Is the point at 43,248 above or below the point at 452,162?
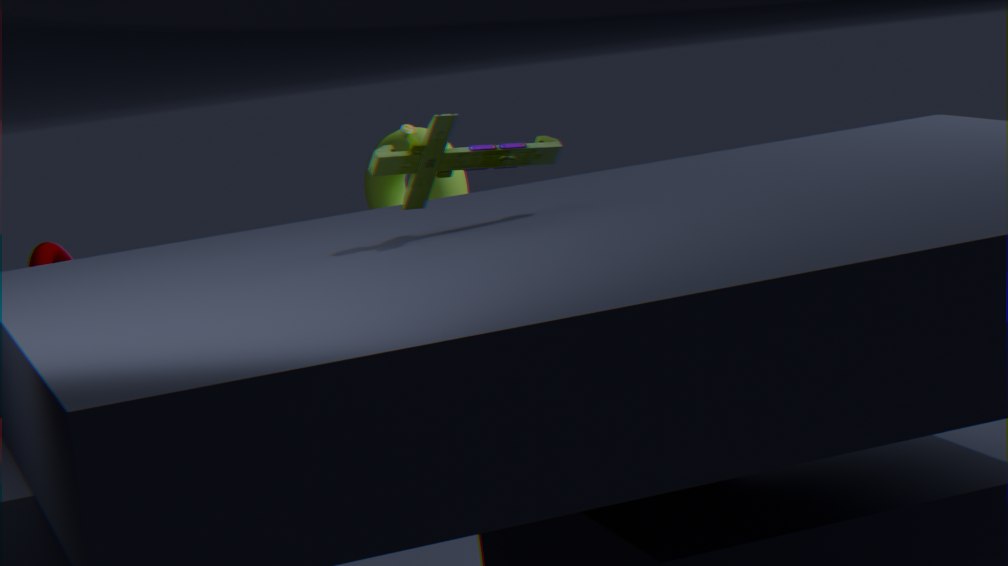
below
